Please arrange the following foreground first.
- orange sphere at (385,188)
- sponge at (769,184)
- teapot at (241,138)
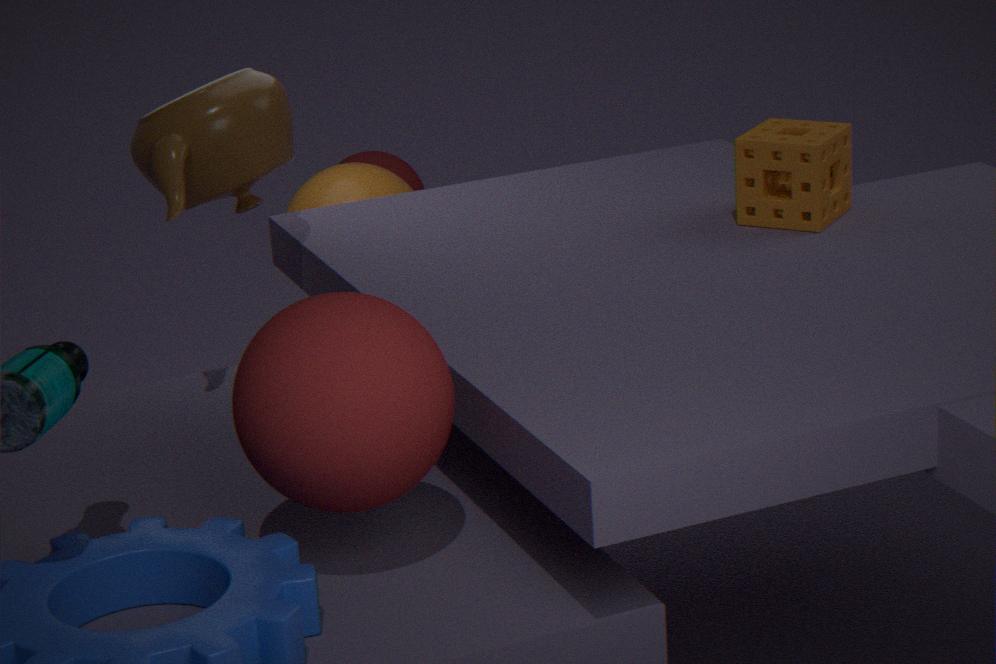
teapot at (241,138) → sponge at (769,184) → orange sphere at (385,188)
